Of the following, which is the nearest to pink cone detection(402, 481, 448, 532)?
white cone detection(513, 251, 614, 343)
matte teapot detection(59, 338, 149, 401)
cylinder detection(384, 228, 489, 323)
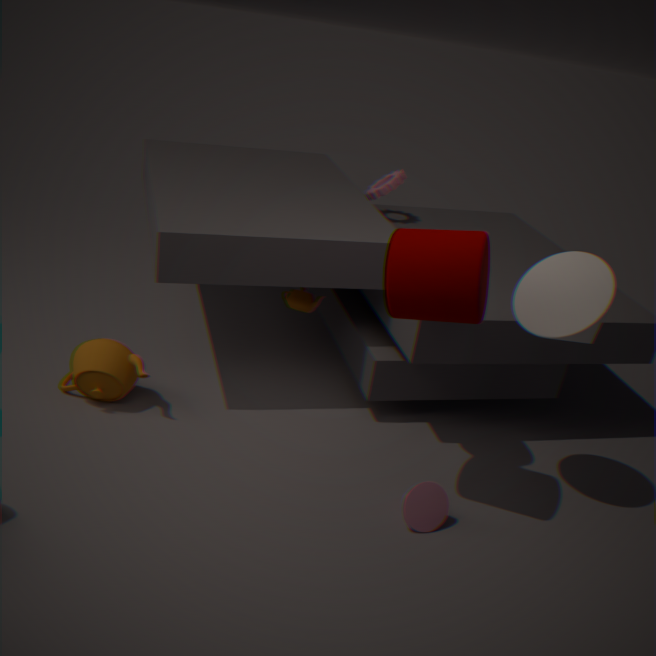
cylinder detection(384, 228, 489, 323)
